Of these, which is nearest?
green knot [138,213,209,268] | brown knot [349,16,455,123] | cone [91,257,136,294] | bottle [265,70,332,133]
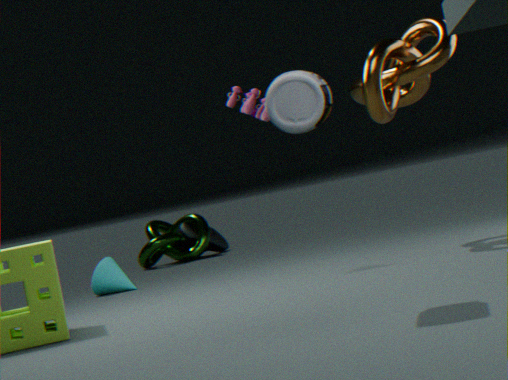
bottle [265,70,332,133]
